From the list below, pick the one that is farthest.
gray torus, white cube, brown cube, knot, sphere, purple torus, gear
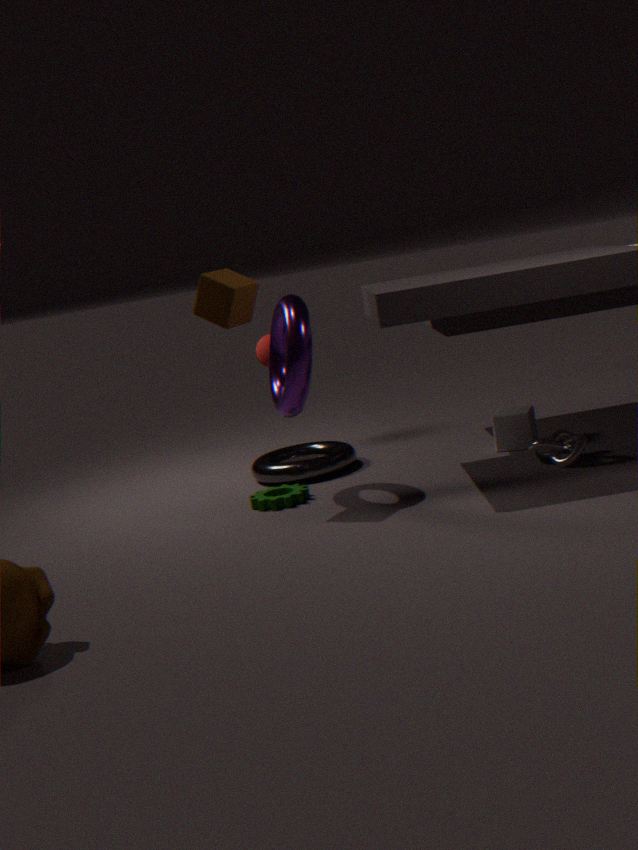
sphere
